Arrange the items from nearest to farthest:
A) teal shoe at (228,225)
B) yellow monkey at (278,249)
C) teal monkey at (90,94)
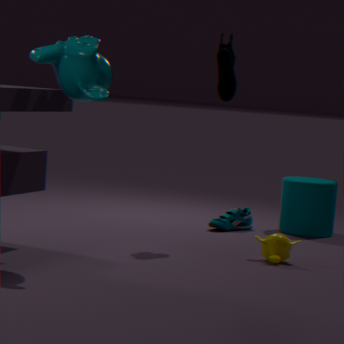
1. C. teal monkey at (90,94)
2. B. yellow monkey at (278,249)
3. A. teal shoe at (228,225)
